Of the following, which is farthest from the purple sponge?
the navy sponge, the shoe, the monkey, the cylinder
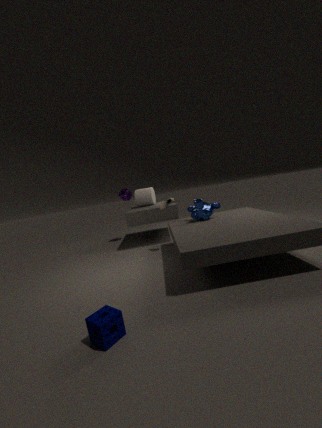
the navy sponge
